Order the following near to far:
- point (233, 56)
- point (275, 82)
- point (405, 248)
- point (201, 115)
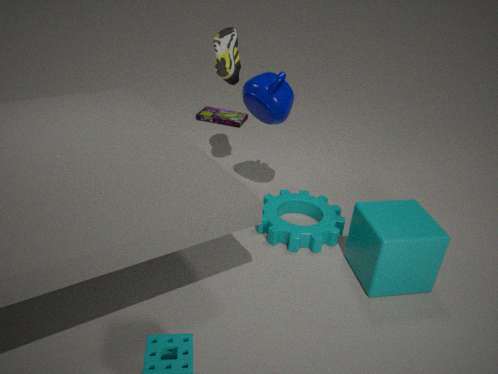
point (405, 248)
point (275, 82)
point (233, 56)
point (201, 115)
